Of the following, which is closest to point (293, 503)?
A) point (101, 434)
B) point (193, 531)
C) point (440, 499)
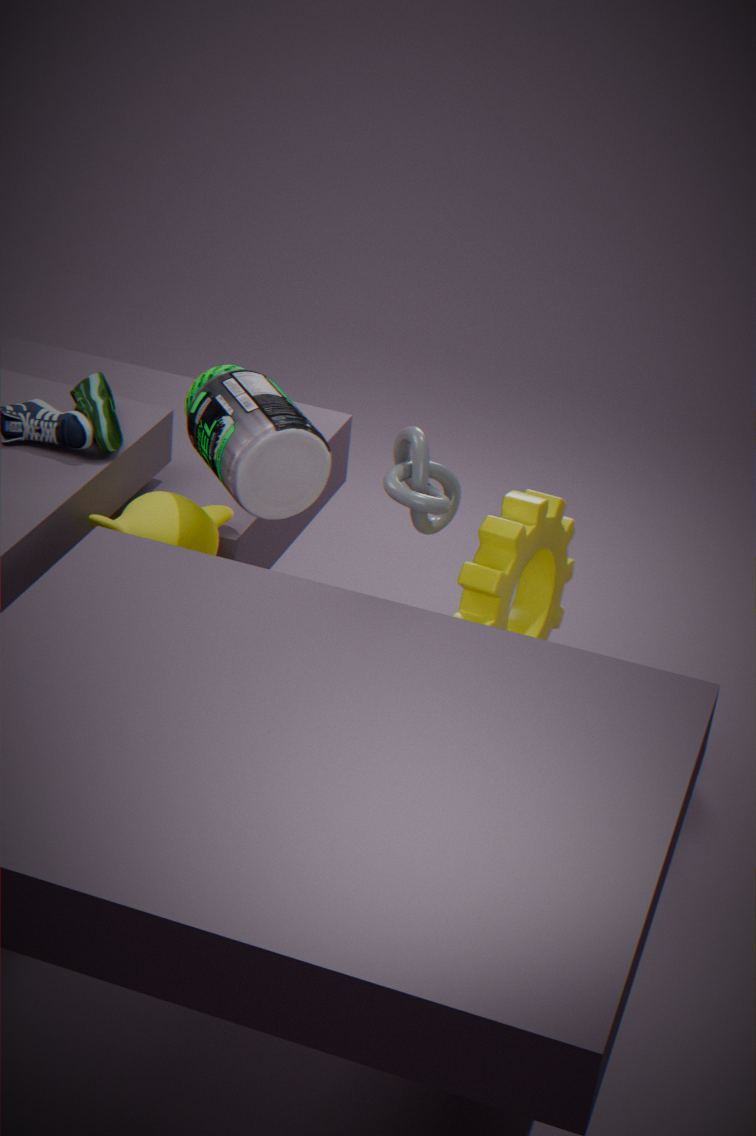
point (193, 531)
